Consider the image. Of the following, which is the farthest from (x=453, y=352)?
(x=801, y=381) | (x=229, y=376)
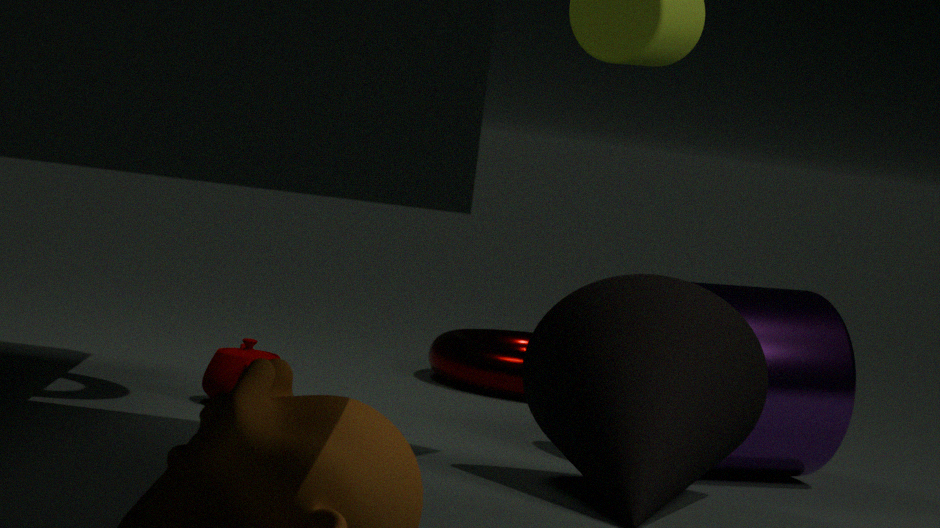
(x=229, y=376)
